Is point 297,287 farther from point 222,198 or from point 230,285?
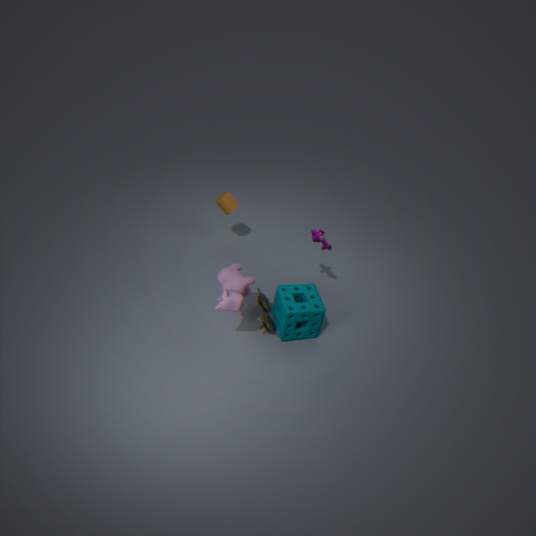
point 222,198
